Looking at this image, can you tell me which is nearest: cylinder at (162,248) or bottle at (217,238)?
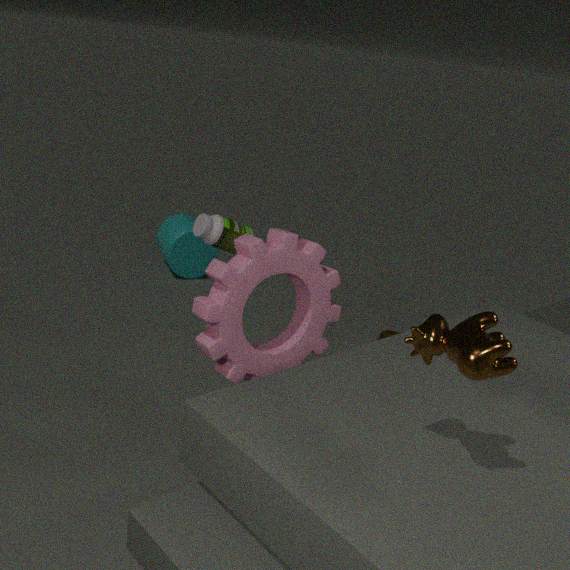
bottle at (217,238)
